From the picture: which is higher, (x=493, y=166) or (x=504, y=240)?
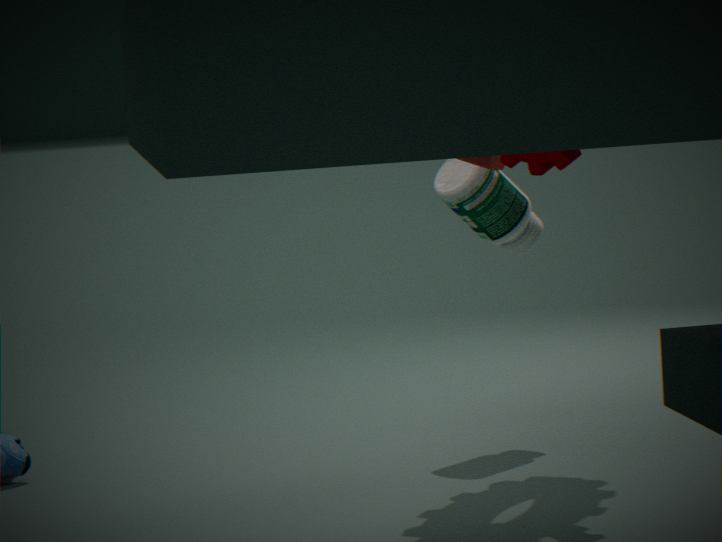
(x=493, y=166)
